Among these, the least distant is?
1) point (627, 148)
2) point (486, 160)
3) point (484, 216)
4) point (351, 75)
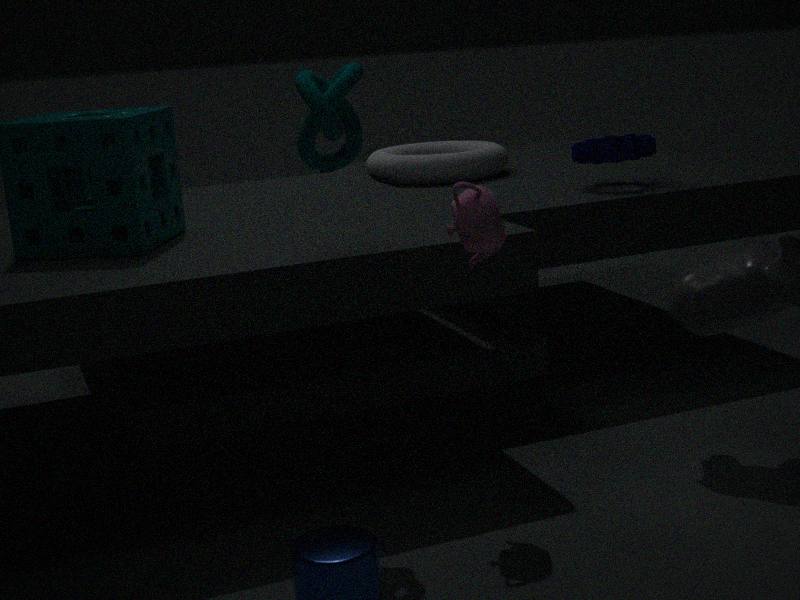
3. point (484, 216)
